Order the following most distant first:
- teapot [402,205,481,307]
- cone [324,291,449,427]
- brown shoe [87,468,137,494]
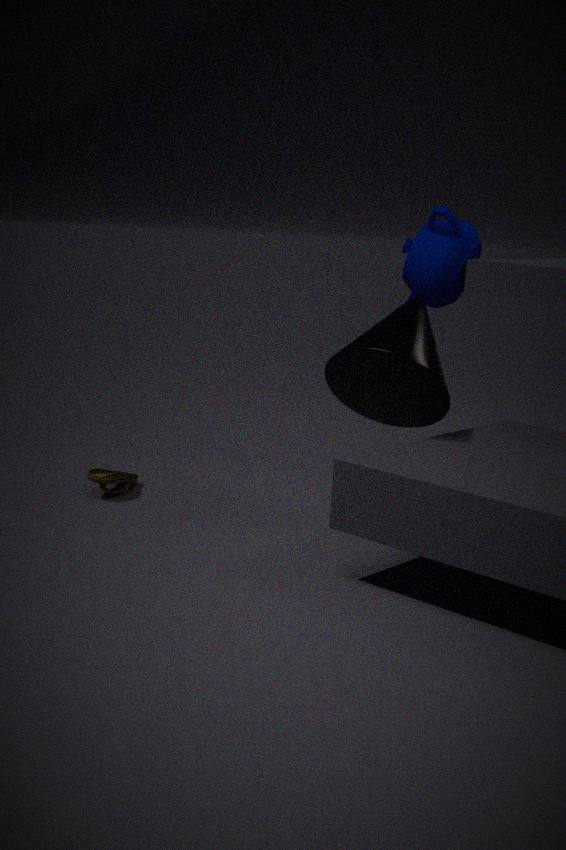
brown shoe [87,468,137,494]
teapot [402,205,481,307]
cone [324,291,449,427]
